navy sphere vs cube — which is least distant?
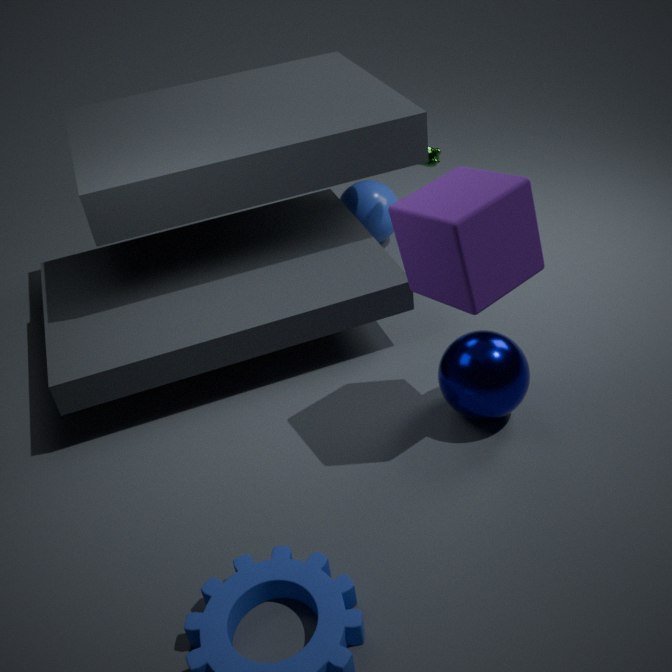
cube
